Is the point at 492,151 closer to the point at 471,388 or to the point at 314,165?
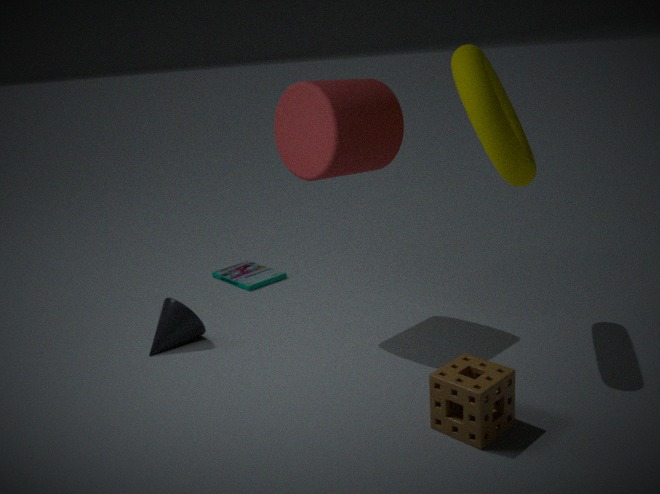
the point at 314,165
